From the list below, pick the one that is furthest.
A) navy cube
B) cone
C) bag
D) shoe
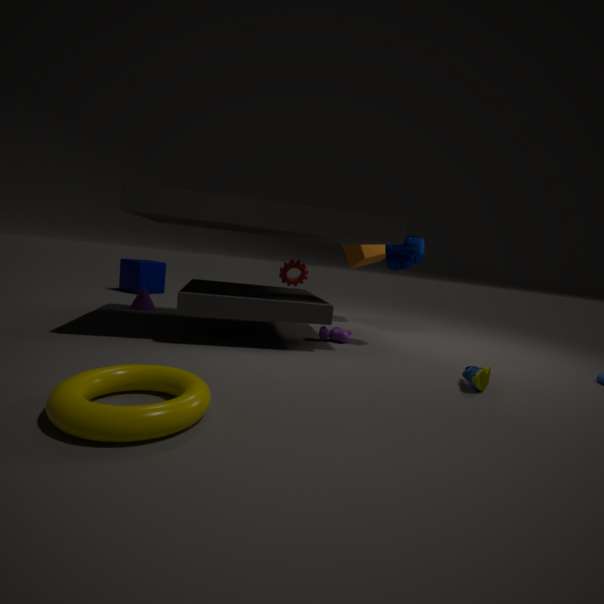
navy cube
